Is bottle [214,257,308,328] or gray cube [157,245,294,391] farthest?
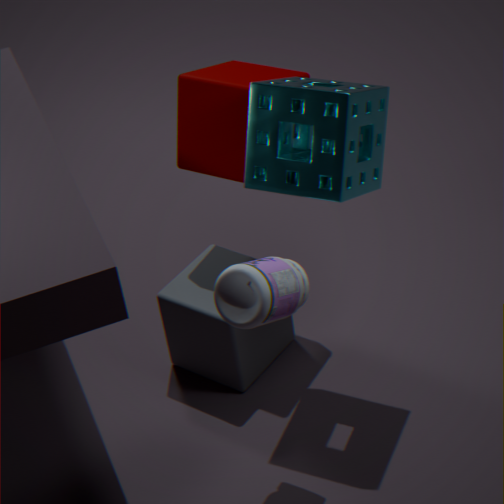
gray cube [157,245,294,391]
